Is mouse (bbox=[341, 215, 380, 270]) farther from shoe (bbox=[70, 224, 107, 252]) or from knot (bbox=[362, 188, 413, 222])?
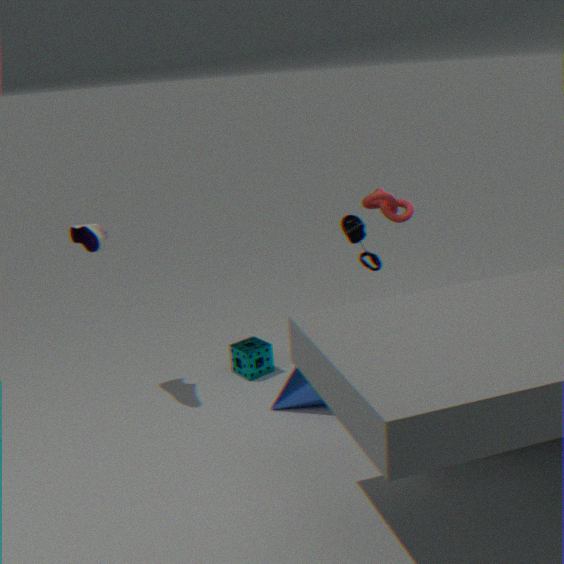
shoe (bbox=[70, 224, 107, 252])
